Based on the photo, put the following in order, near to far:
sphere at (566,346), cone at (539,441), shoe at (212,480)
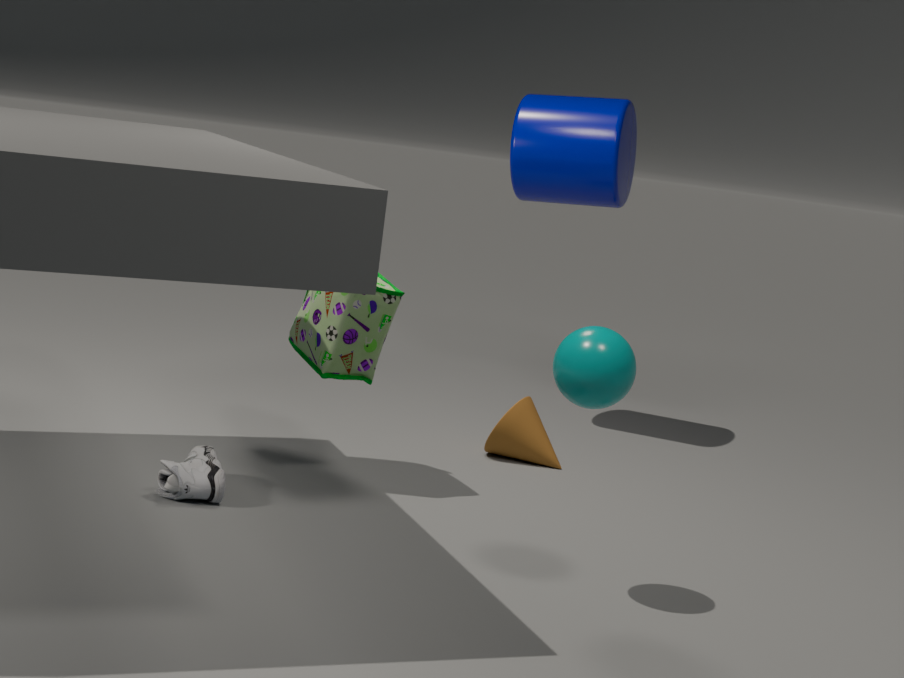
sphere at (566,346) → shoe at (212,480) → cone at (539,441)
